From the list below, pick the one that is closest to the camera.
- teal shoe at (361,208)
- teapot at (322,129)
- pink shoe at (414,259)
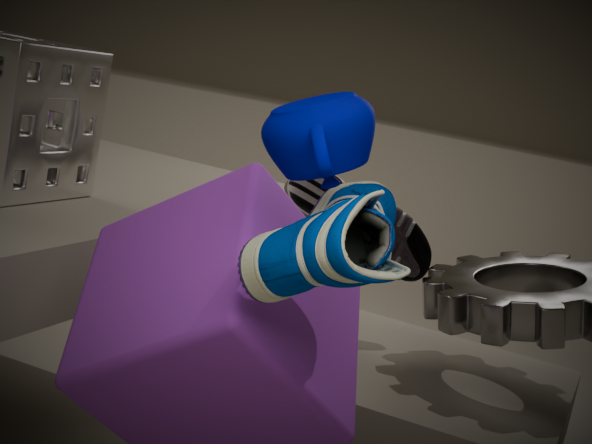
teal shoe at (361,208)
